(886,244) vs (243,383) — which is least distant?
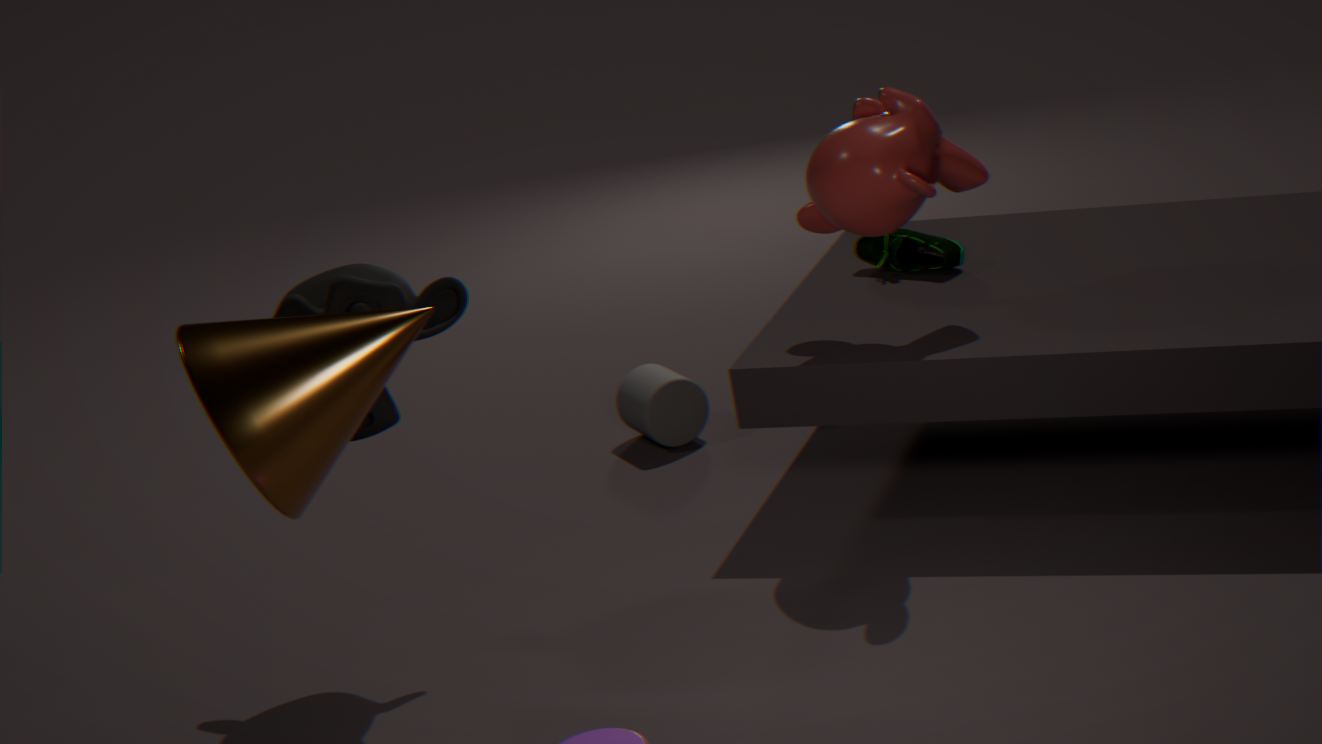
(243,383)
